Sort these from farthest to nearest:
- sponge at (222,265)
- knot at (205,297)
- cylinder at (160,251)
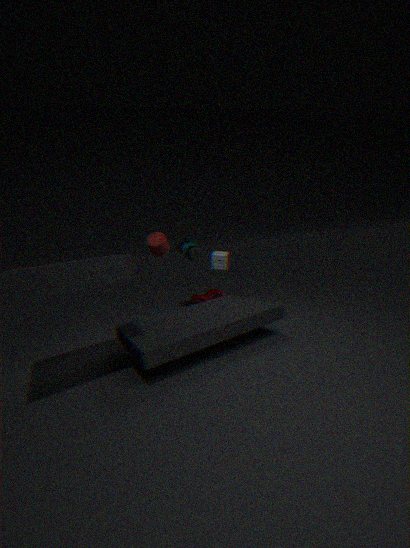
knot at (205,297) < sponge at (222,265) < cylinder at (160,251)
